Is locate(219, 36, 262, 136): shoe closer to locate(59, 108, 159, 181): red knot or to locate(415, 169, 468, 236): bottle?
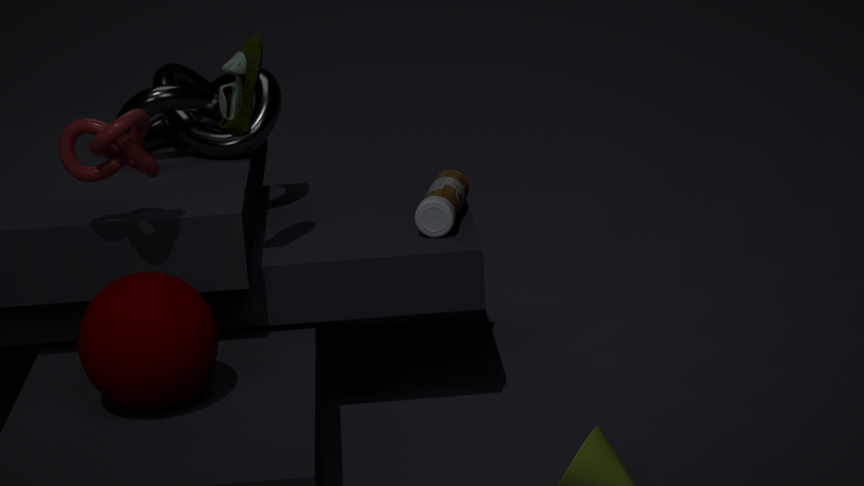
locate(59, 108, 159, 181): red knot
